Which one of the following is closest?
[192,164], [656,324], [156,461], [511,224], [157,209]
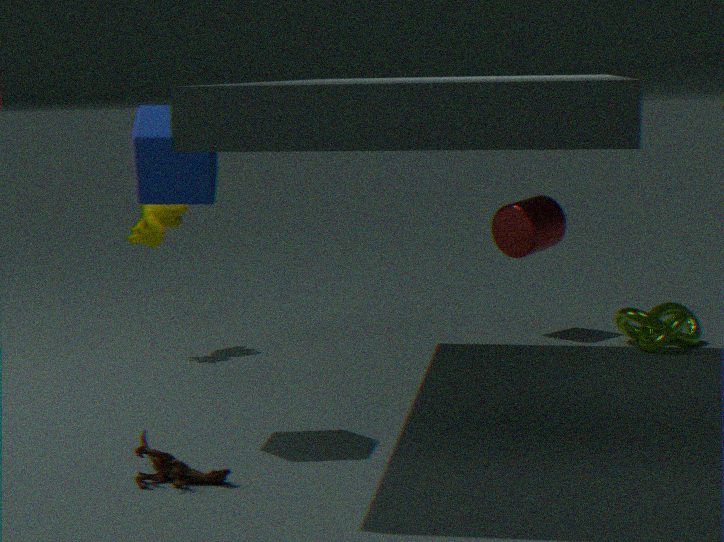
[156,461]
